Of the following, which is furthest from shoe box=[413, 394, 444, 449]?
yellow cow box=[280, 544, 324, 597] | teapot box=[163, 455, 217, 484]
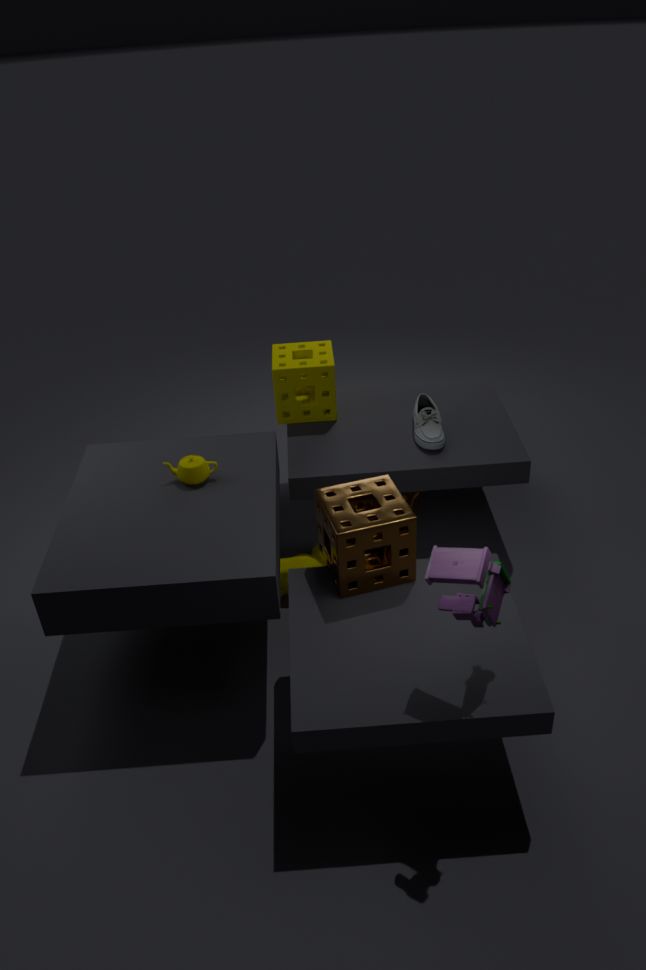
teapot box=[163, 455, 217, 484]
